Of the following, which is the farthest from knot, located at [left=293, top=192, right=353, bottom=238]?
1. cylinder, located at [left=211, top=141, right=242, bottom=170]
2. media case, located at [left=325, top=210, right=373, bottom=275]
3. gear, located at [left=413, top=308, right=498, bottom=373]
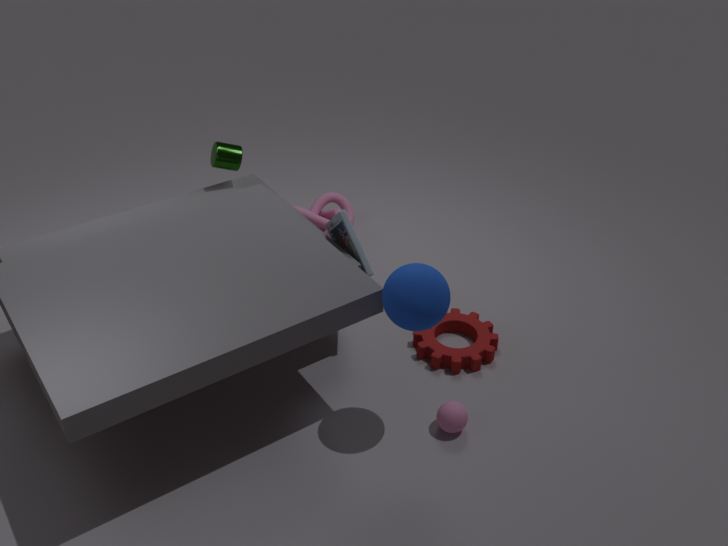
gear, located at [left=413, top=308, right=498, bottom=373]
